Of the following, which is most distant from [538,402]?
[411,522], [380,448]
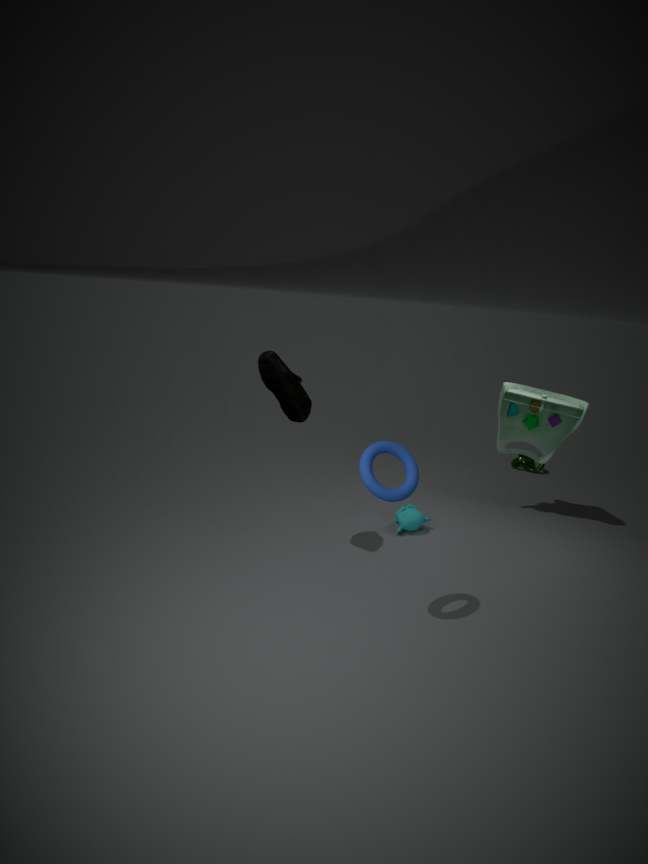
[380,448]
